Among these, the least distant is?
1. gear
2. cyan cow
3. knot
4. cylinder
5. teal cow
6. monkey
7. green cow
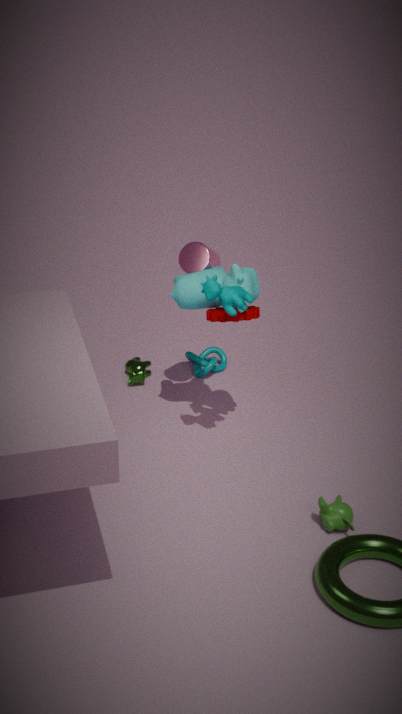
teal cow
